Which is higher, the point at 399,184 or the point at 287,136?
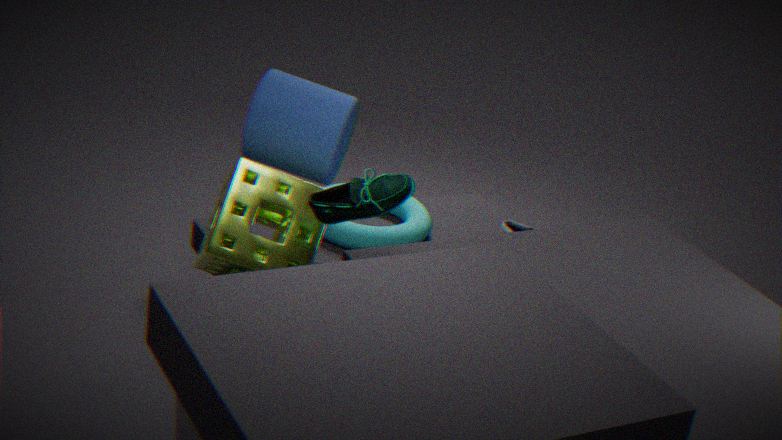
the point at 399,184
